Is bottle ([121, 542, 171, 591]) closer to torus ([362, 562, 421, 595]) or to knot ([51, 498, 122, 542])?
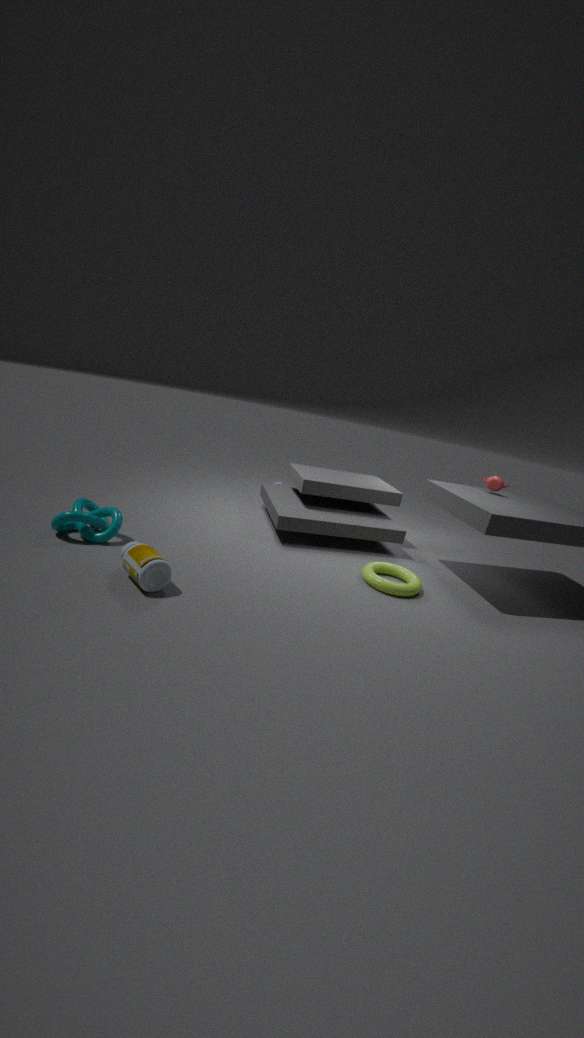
knot ([51, 498, 122, 542])
